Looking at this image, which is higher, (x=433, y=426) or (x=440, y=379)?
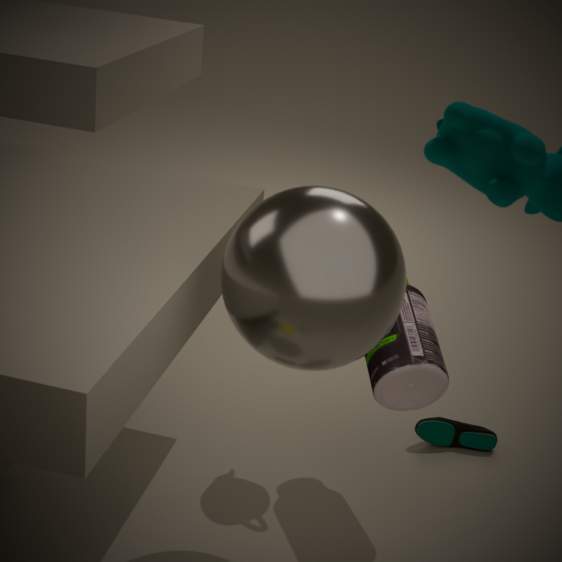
(x=440, y=379)
